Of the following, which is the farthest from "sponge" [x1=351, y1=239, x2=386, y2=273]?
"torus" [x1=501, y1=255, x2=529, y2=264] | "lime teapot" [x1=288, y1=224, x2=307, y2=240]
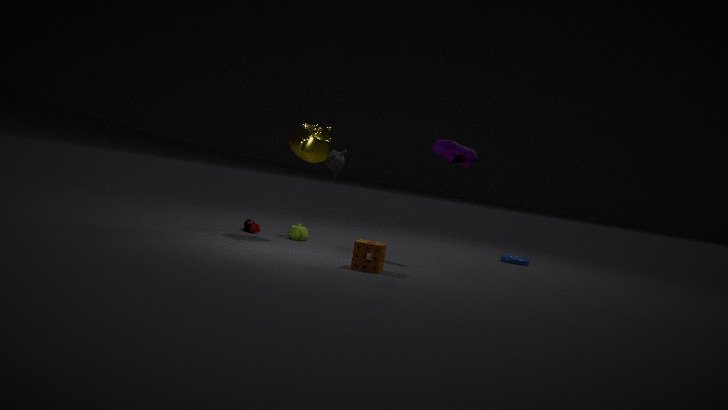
"torus" [x1=501, y1=255, x2=529, y2=264]
